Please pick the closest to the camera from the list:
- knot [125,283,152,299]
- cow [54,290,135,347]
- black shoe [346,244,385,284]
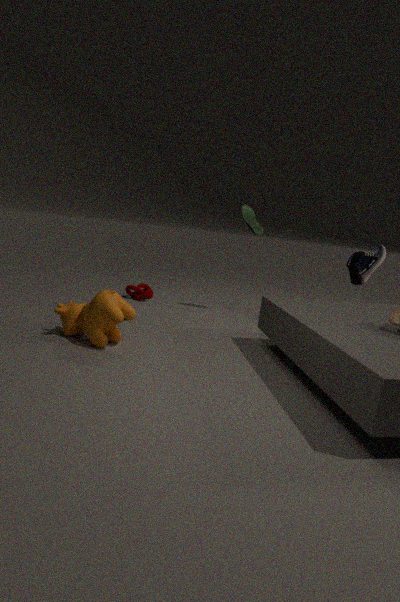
cow [54,290,135,347]
